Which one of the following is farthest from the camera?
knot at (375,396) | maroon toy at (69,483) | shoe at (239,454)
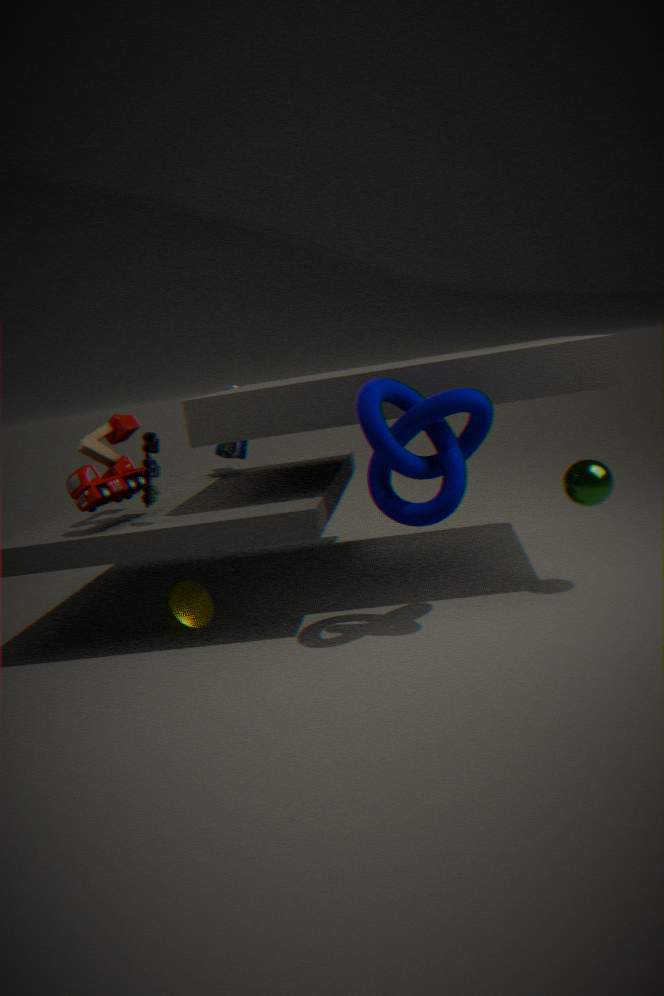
shoe at (239,454)
